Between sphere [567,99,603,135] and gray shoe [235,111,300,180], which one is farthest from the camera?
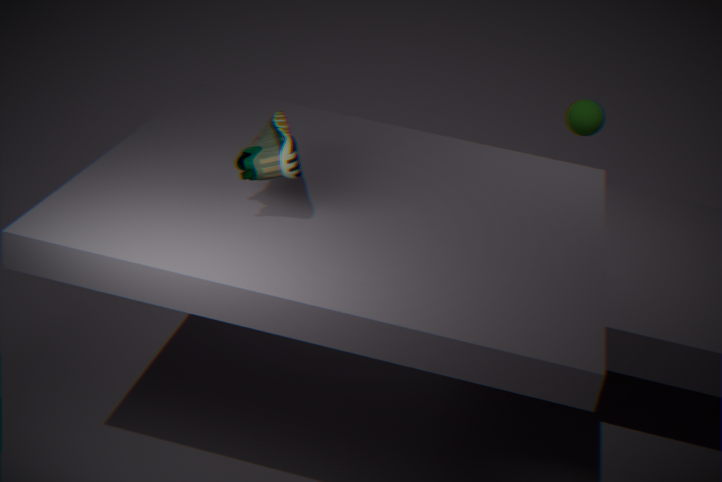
sphere [567,99,603,135]
